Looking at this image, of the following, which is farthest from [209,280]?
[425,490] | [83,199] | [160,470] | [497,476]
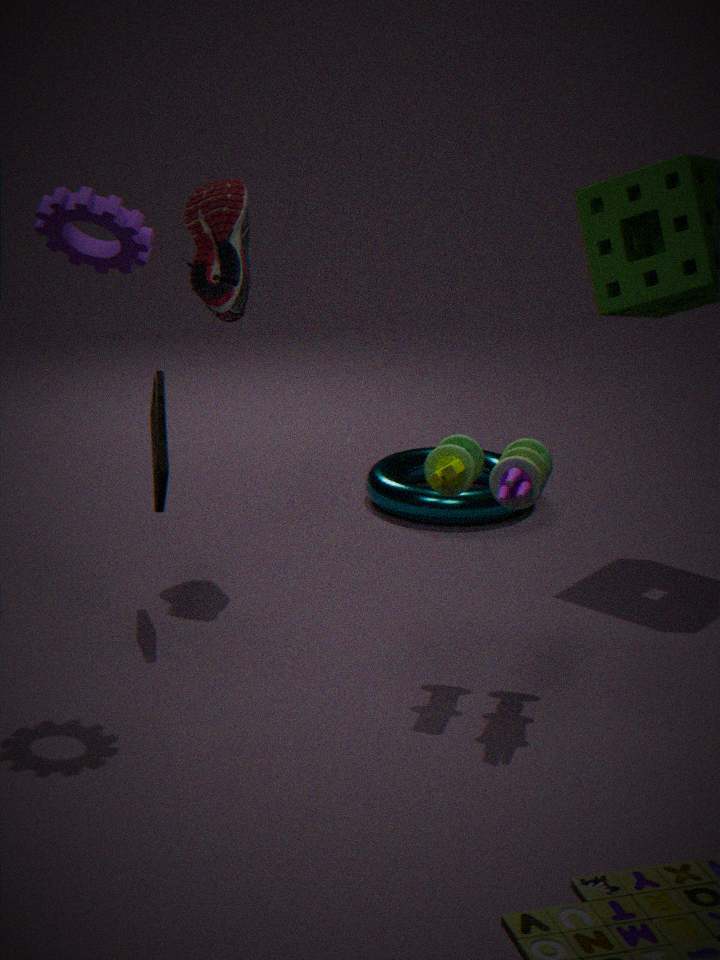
[425,490]
